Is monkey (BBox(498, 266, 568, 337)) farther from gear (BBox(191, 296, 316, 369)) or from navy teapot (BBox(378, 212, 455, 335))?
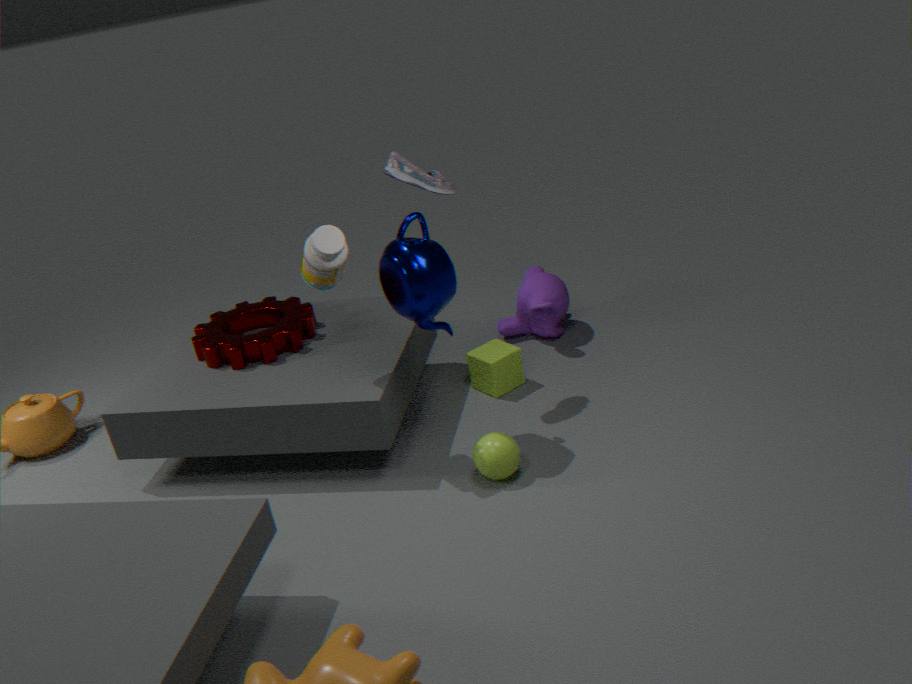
gear (BBox(191, 296, 316, 369))
